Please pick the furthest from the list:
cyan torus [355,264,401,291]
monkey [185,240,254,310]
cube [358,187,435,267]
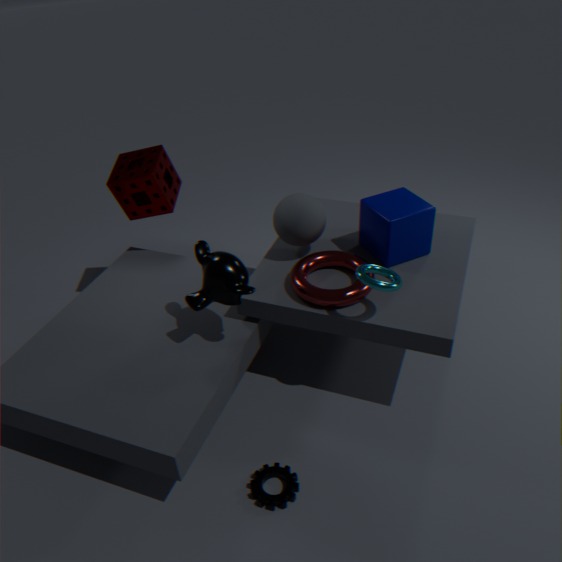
cube [358,187,435,267]
